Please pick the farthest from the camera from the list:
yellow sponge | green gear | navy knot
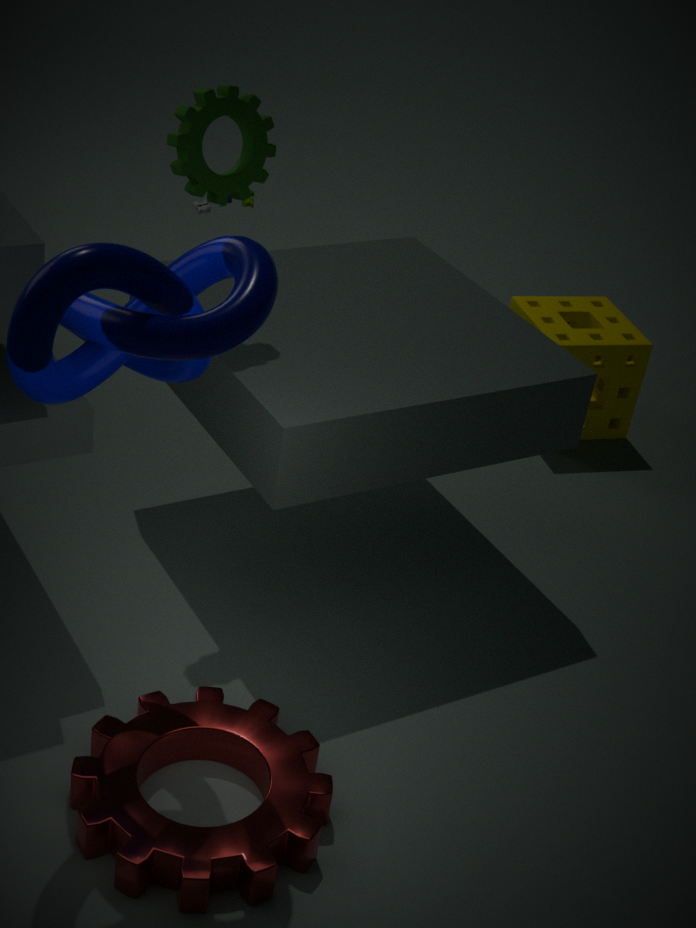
yellow sponge
